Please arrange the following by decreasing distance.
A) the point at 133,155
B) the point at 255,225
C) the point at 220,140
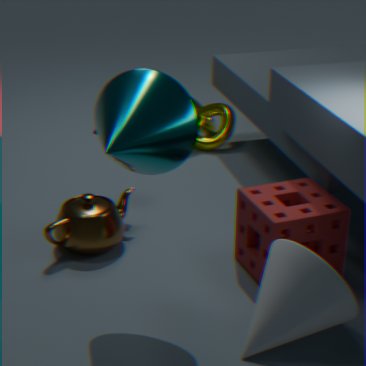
the point at 220,140 → the point at 255,225 → the point at 133,155
